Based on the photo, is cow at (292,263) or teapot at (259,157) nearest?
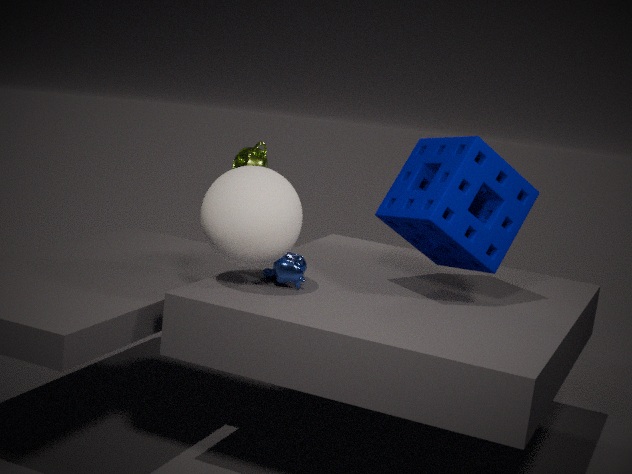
cow at (292,263)
